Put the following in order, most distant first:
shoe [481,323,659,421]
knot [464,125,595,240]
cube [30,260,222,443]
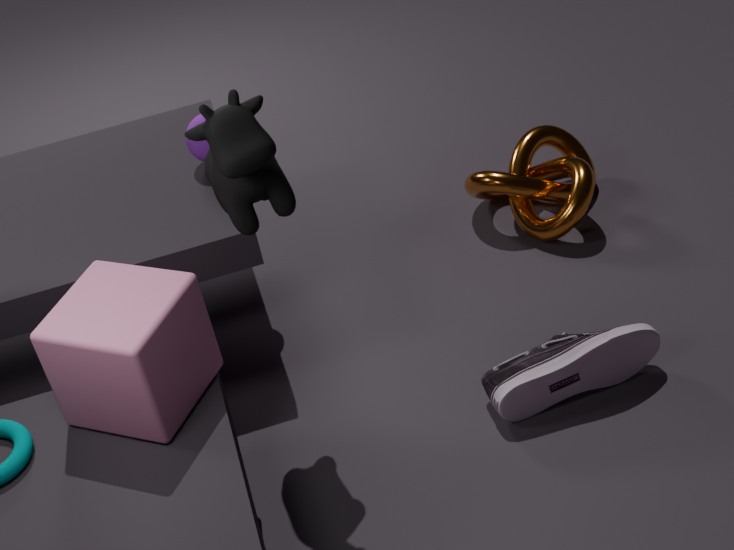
knot [464,125,595,240] → shoe [481,323,659,421] → cube [30,260,222,443]
